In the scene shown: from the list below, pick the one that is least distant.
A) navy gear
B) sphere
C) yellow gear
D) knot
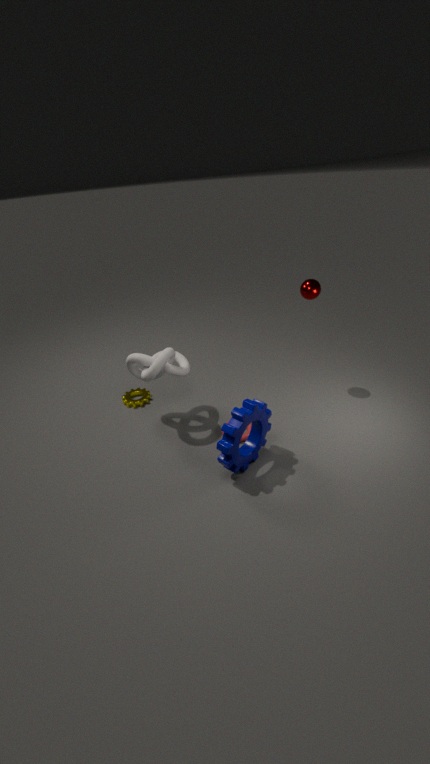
navy gear
